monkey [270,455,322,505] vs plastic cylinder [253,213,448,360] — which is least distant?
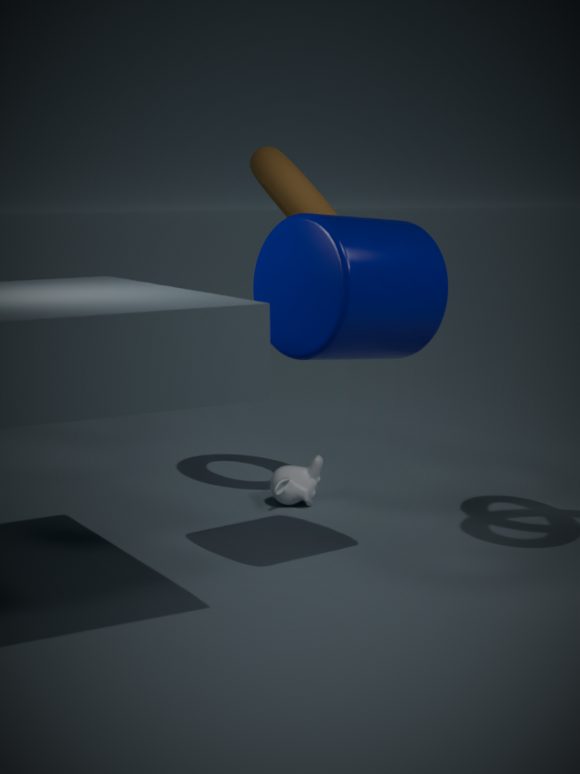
plastic cylinder [253,213,448,360]
